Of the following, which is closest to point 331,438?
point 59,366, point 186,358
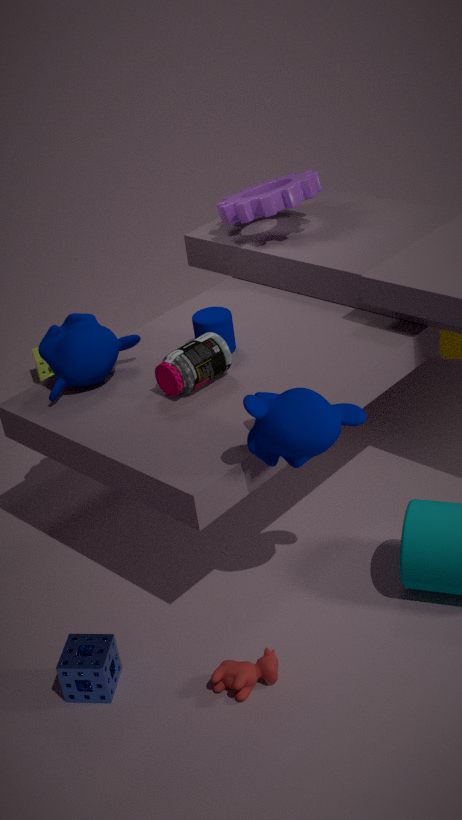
point 186,358
